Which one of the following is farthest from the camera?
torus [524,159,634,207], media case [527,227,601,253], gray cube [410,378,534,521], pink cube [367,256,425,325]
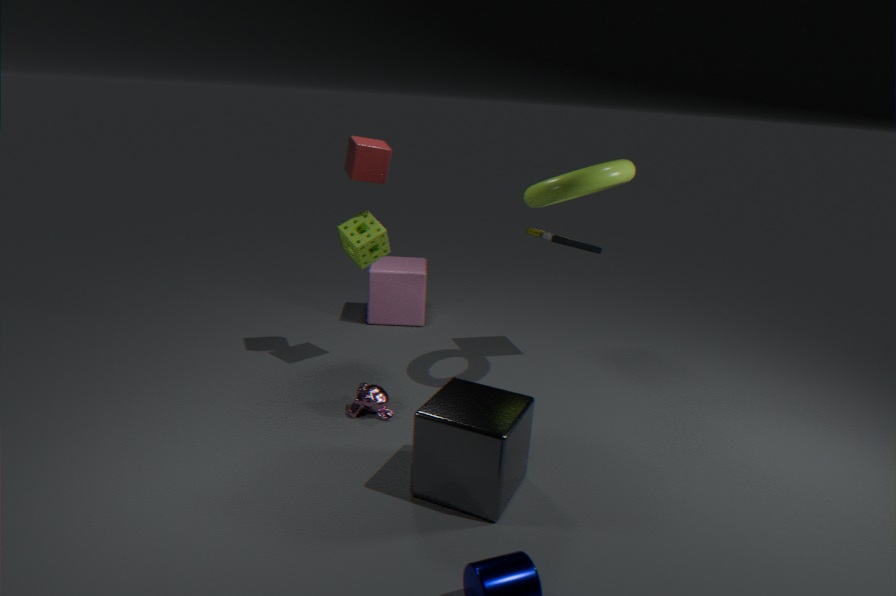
pink cube [367,256,425,325]
